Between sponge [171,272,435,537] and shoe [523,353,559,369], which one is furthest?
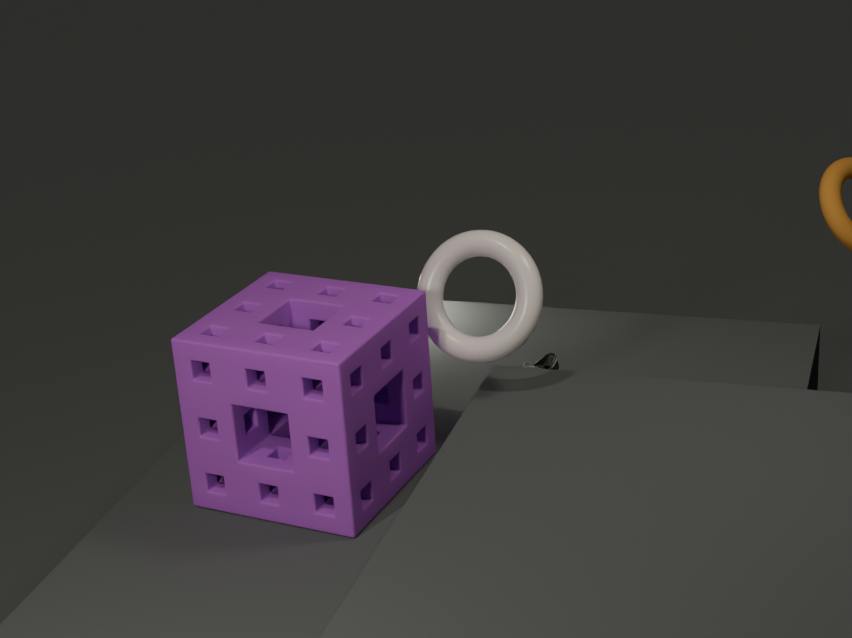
shoe [523,353,559,369]
